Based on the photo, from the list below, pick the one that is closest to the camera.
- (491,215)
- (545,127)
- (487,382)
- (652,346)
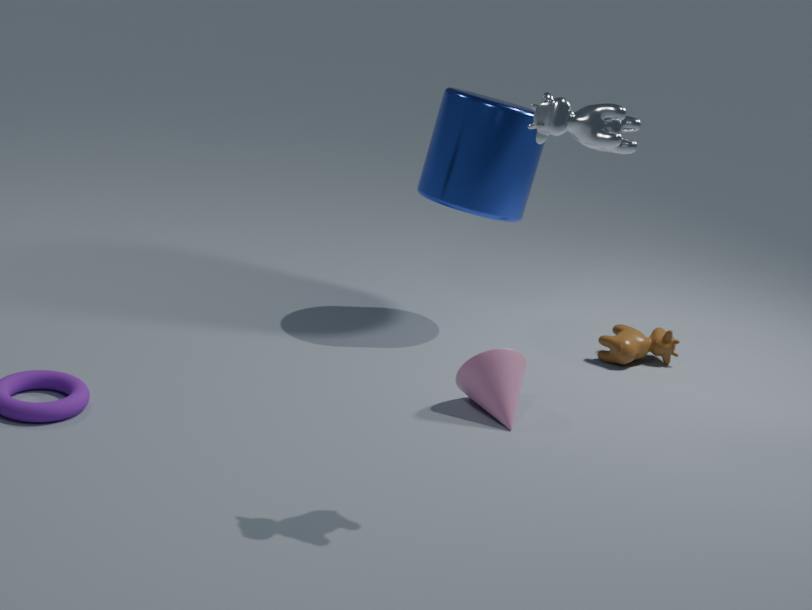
(545,127)
